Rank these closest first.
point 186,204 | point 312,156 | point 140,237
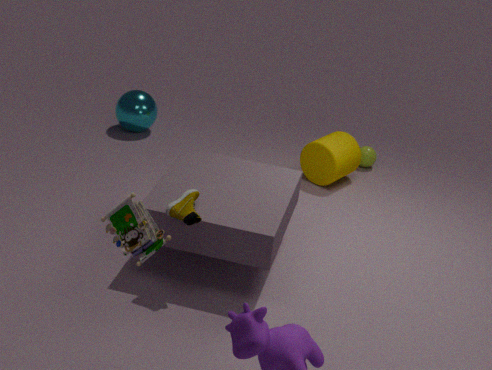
point 140,237 → point 186,204 → point 312,156
